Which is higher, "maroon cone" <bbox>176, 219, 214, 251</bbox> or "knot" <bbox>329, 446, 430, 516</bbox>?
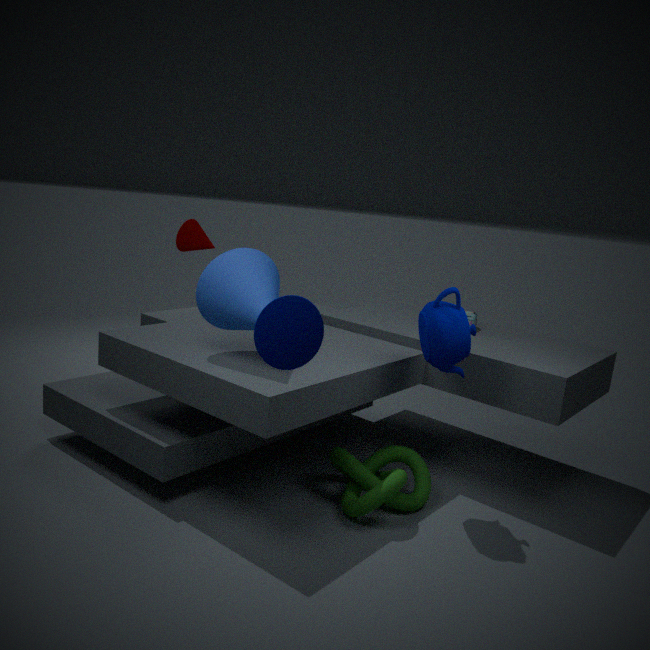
"maroon cone" <bbox>176, 219, 214, 251</bbox>
